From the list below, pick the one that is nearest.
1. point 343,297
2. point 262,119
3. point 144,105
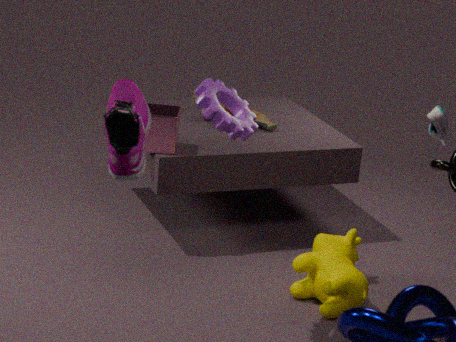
point 144,105
